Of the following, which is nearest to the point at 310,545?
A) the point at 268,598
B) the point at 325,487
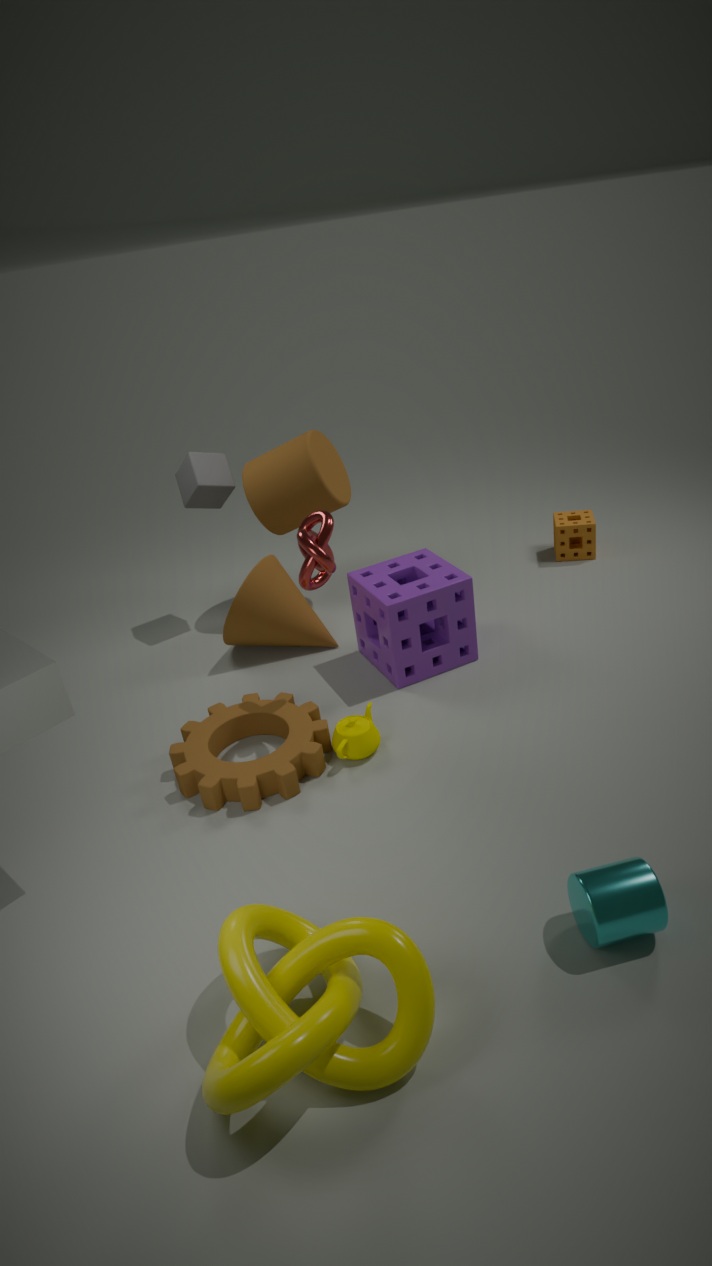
the point at 268,598
